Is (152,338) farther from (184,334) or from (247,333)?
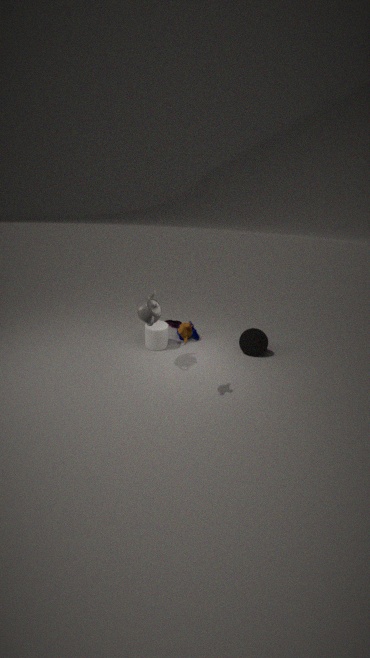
(247,333)
